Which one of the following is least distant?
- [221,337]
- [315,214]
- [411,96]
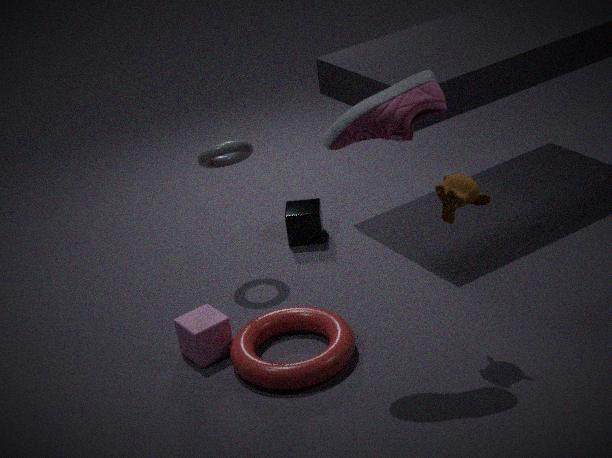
[411,96]
